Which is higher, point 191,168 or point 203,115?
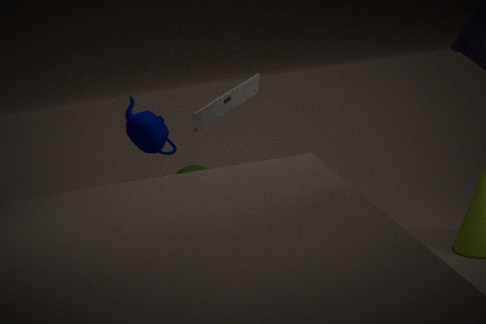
point 203,115
